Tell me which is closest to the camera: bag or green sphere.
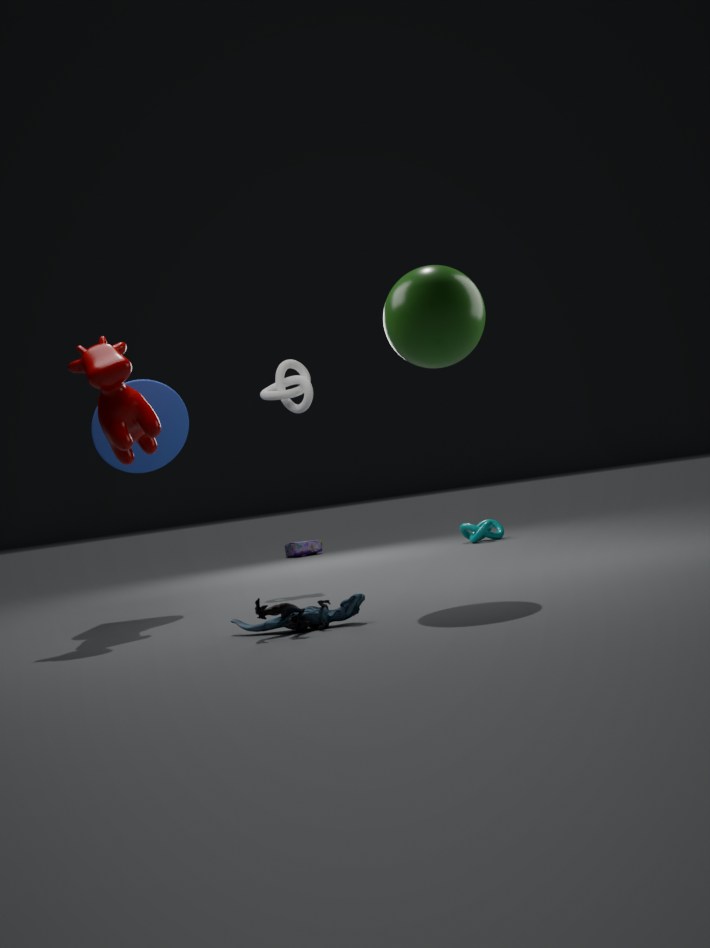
green sphere
